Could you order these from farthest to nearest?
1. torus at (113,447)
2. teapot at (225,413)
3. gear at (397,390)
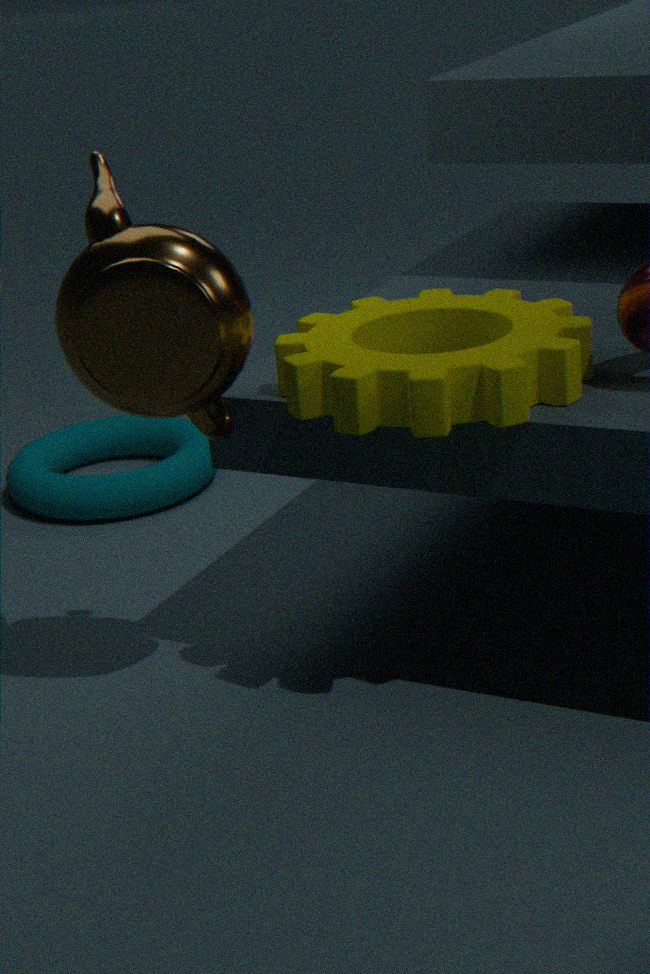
torus at (113,447) < teapot at (225,413) < gear at (397,390)
